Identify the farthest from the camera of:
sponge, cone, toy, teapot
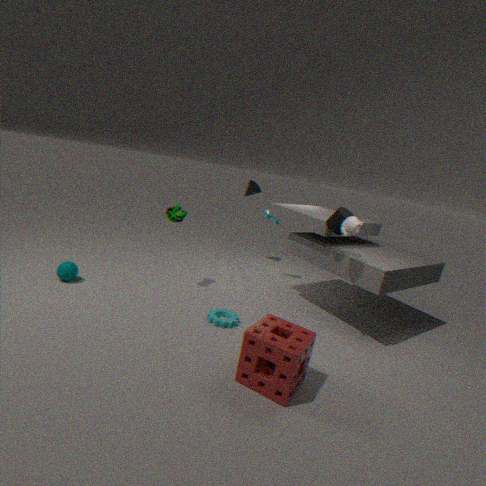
cone
